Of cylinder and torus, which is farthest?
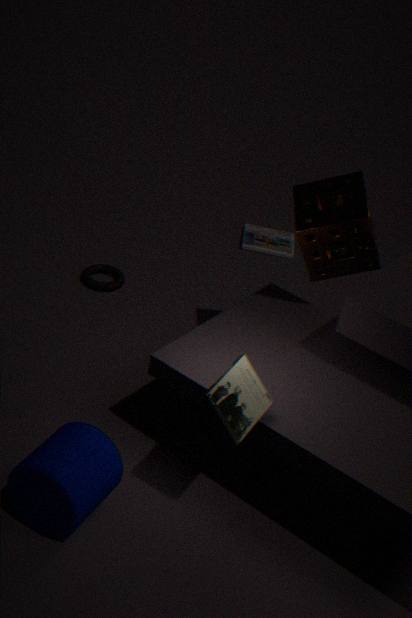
torus
